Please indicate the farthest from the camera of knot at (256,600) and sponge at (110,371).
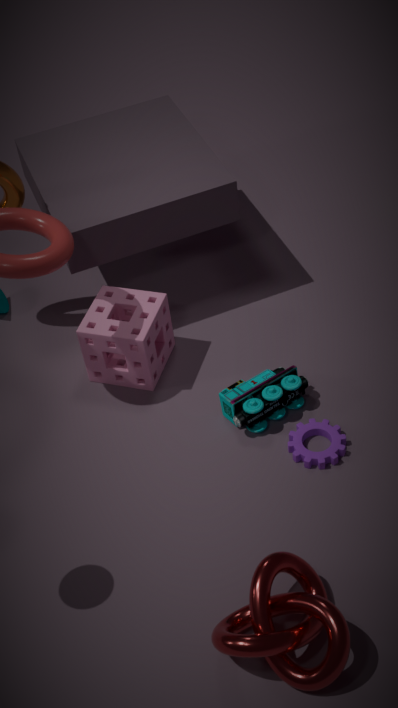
sponge at (110,371)
